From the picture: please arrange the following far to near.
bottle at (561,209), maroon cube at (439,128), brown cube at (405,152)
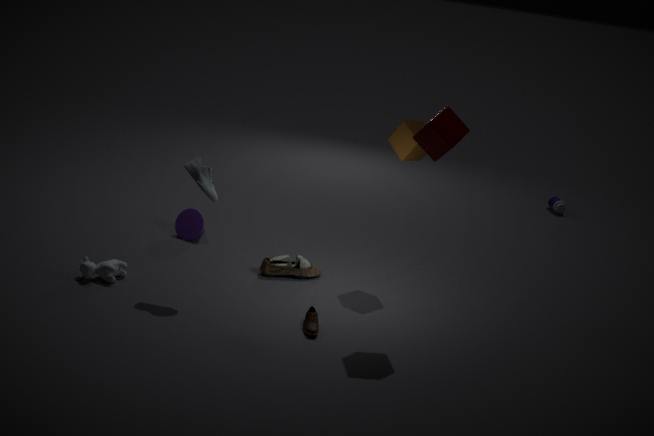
bottle at (561,209) → brown cube at (405,152) → maroon cube at (439,128)
